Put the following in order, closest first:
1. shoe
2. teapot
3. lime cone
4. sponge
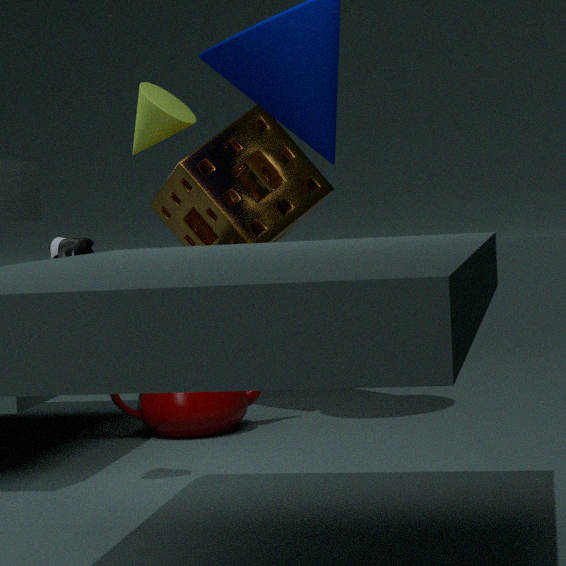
shoe, teapot, sponge, lime cone
